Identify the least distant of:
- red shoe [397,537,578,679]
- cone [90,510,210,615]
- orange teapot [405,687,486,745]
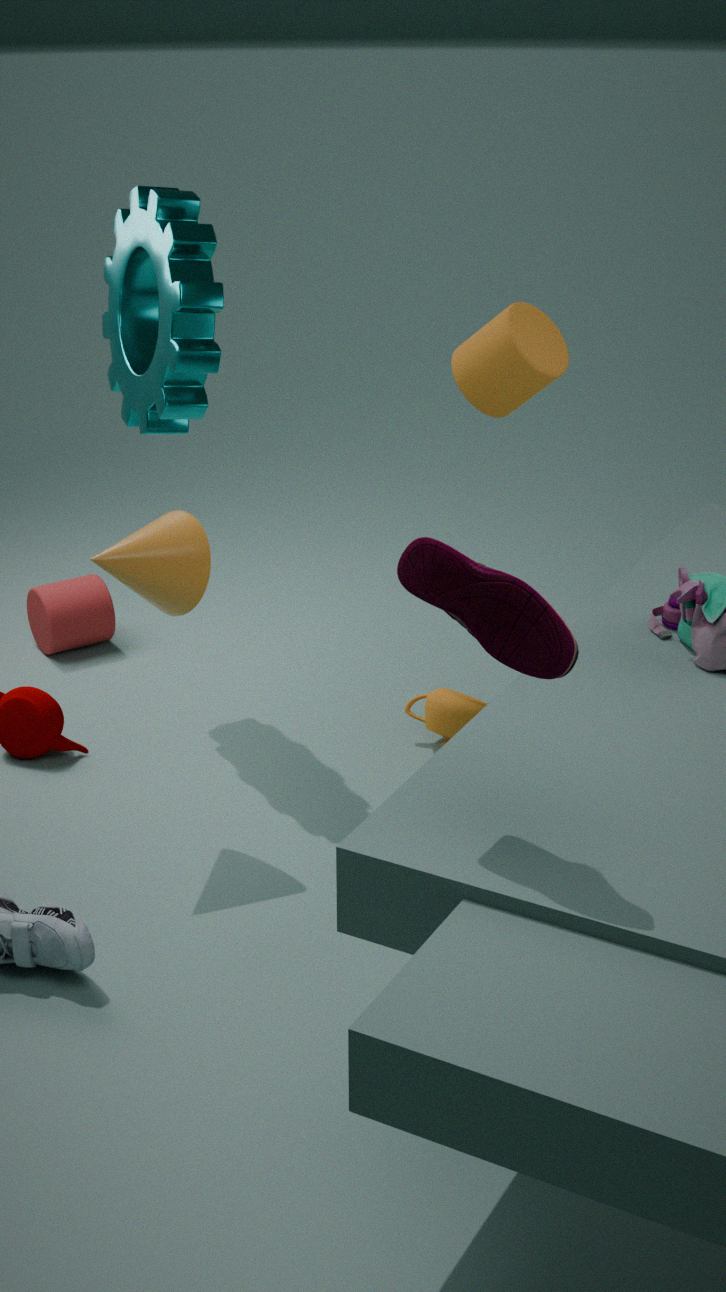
red shoe [397,537,578,679]
